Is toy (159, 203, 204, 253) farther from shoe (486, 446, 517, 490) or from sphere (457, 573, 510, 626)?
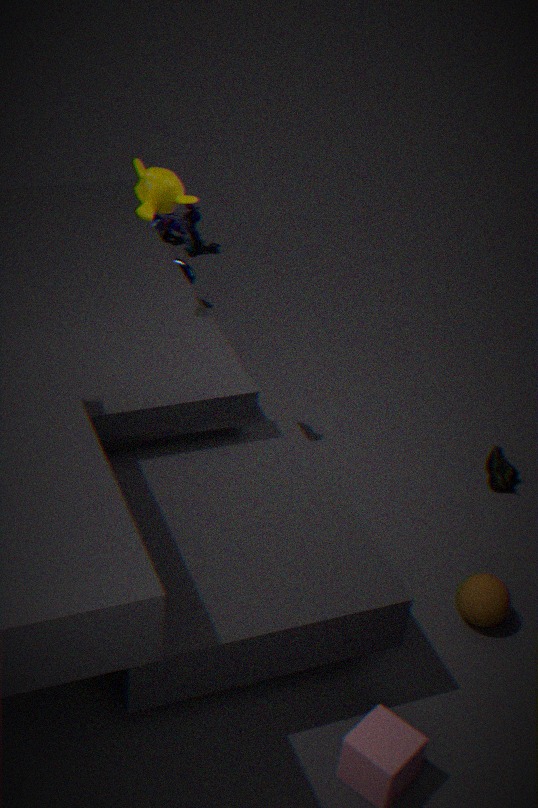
sphere (457, 573, 510, 626)
